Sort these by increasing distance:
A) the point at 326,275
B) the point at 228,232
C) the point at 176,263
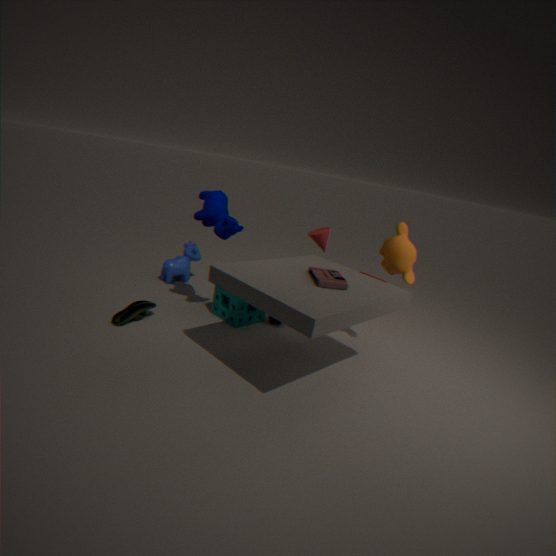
the point at 326,275
the point at 228,232
the point at 176,263
